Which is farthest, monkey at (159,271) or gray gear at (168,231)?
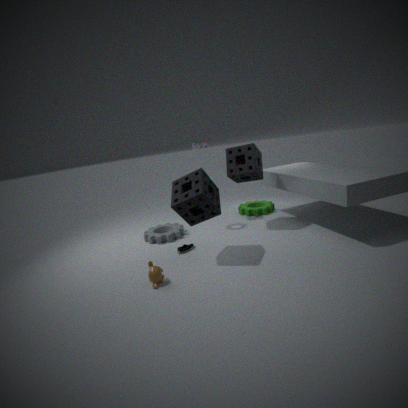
gray gear at (168,231)
